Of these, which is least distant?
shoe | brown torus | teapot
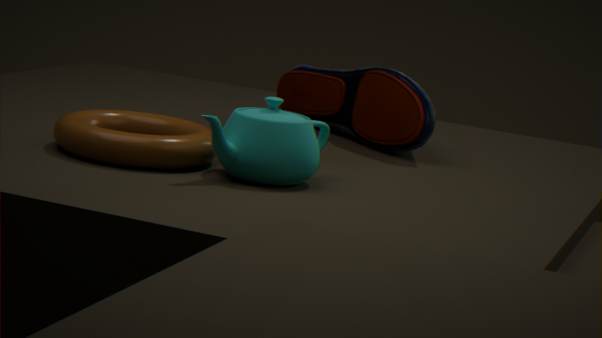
teapot
